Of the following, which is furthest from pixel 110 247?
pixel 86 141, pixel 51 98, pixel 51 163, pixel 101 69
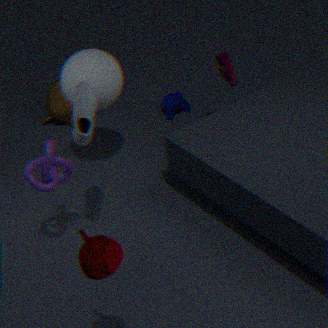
pixel 51 98
